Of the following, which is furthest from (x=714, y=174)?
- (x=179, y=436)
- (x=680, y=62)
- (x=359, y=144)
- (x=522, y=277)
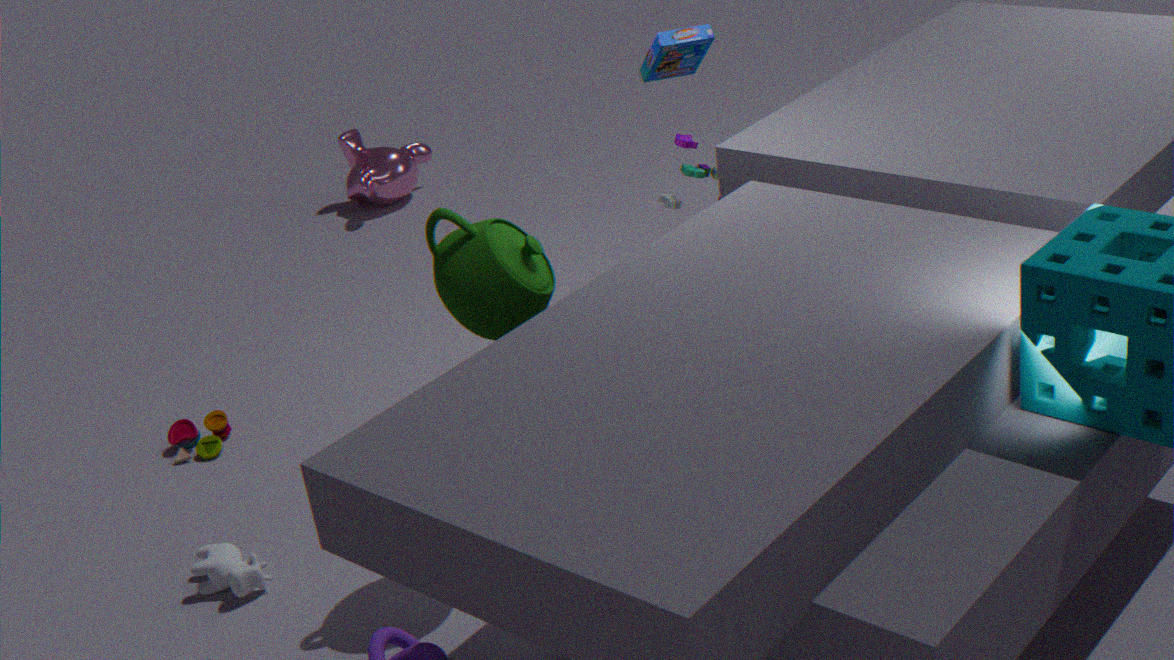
(x=359, y=144)
